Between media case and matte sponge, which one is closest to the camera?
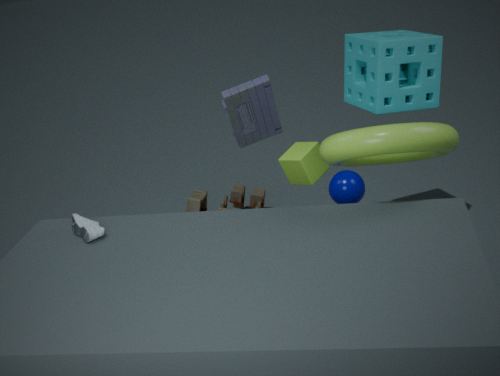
media case
